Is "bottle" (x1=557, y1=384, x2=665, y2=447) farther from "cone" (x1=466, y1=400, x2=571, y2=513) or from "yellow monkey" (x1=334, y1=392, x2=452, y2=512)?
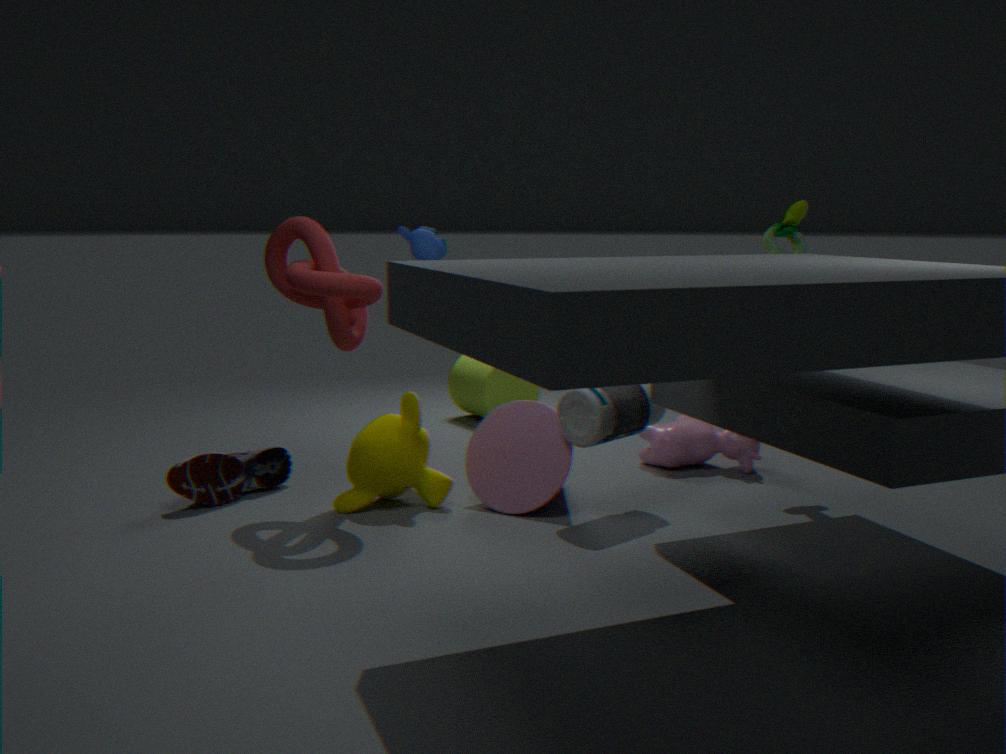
"yellow monkey" (x1=334, y1=392, x2=452, y2=512)
